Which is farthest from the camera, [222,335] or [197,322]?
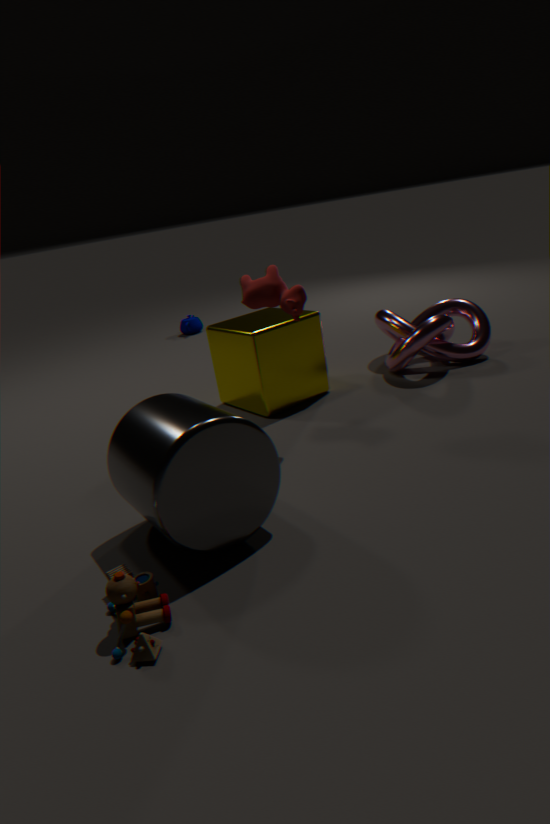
[197,322]
